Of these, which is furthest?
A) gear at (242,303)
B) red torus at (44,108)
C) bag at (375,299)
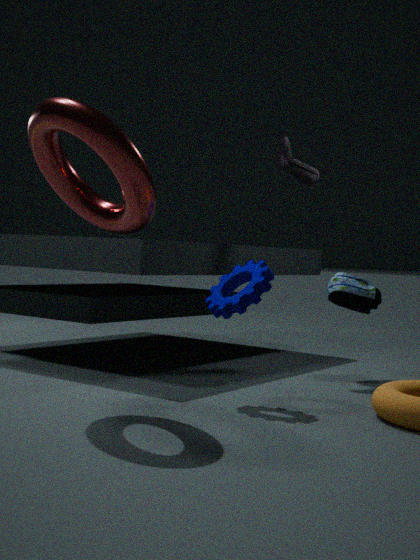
bag at (375,299)
